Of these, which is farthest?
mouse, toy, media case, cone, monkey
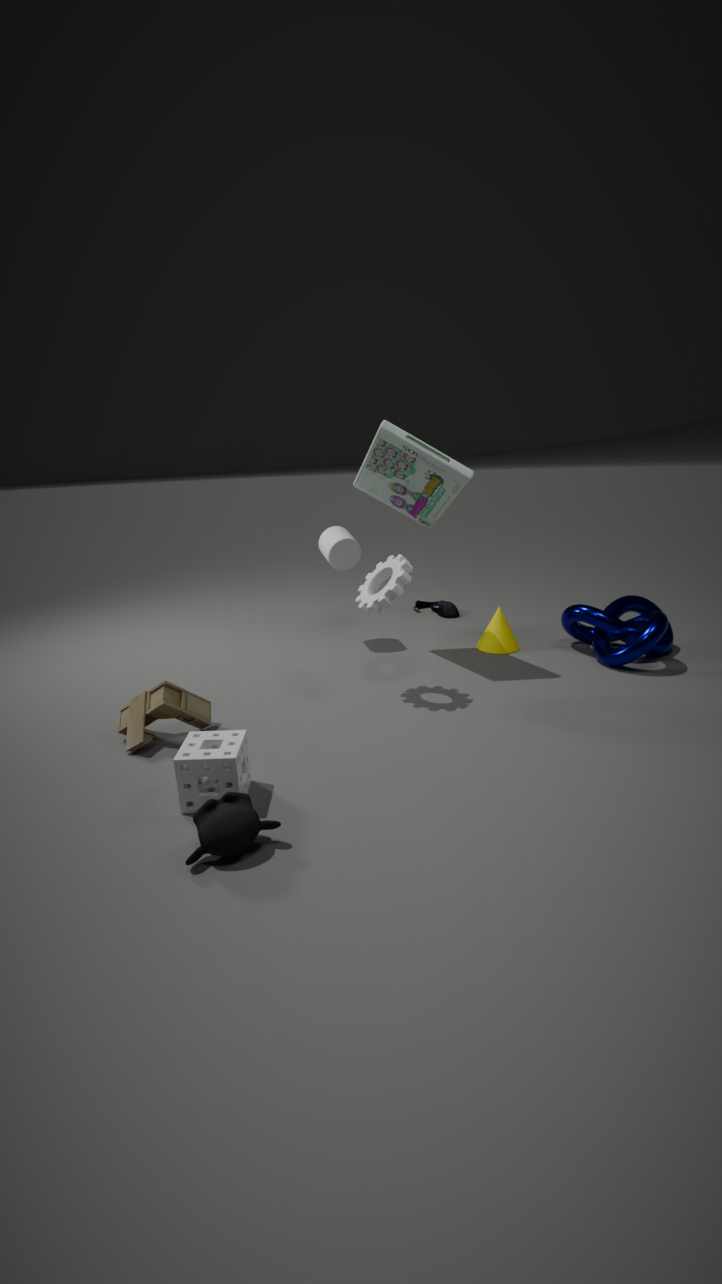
mouse
